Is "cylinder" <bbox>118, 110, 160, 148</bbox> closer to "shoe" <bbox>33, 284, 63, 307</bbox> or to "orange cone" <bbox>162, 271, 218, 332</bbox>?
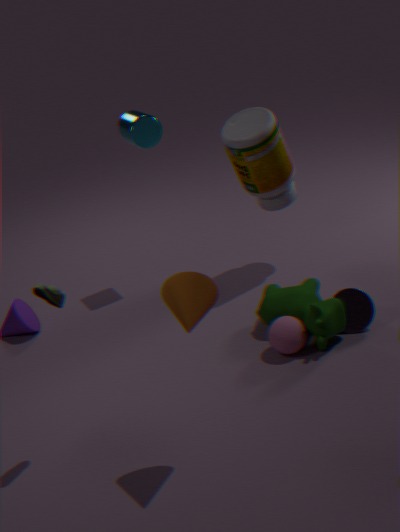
"shoe" <bbox>33, 284, 63, 307</bbox>
